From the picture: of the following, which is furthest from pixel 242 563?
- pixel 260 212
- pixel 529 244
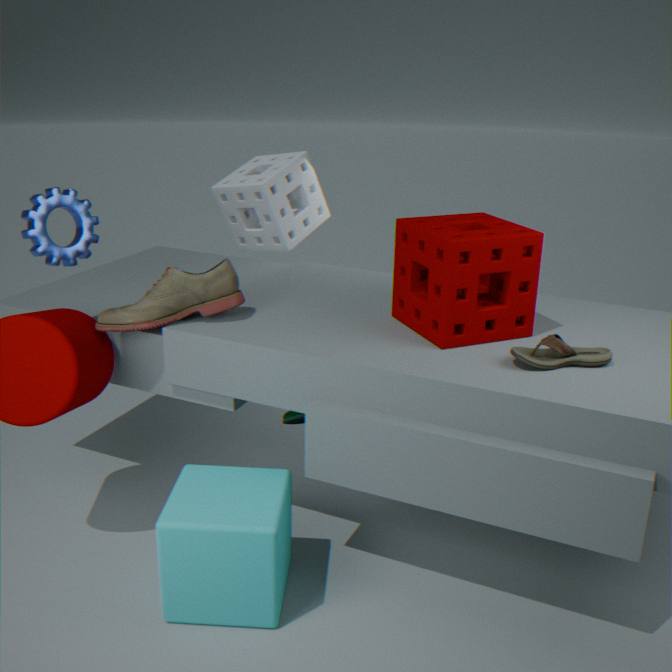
pixel 260 212
